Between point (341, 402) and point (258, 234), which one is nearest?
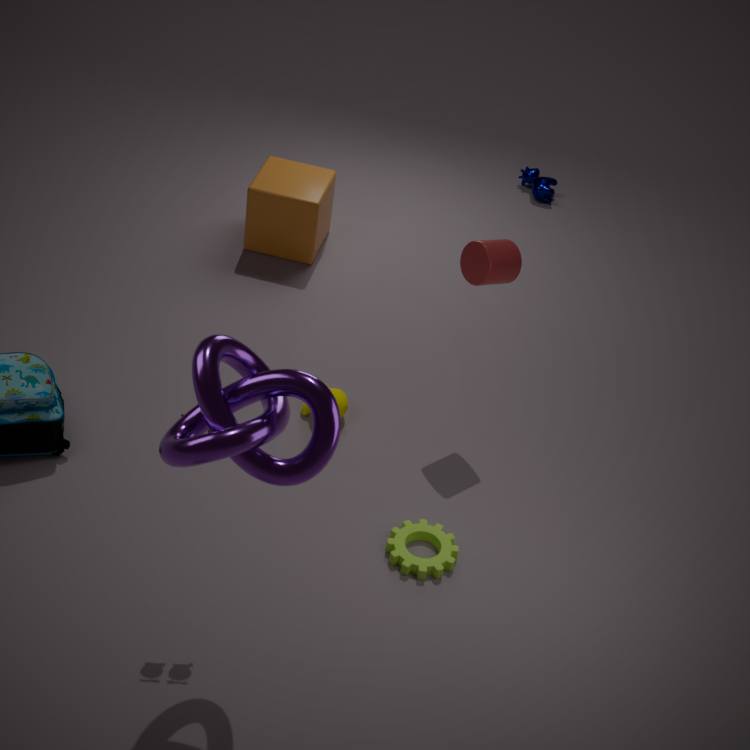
point (341, 402)
